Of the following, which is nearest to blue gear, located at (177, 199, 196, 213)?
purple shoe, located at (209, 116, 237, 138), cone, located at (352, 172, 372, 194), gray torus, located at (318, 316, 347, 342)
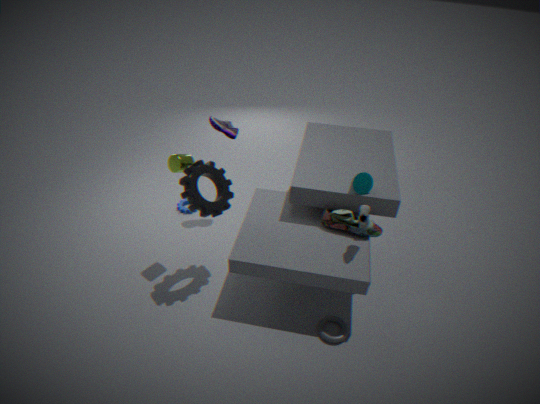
purple shoe, located at (209, 116, 237, 138)
